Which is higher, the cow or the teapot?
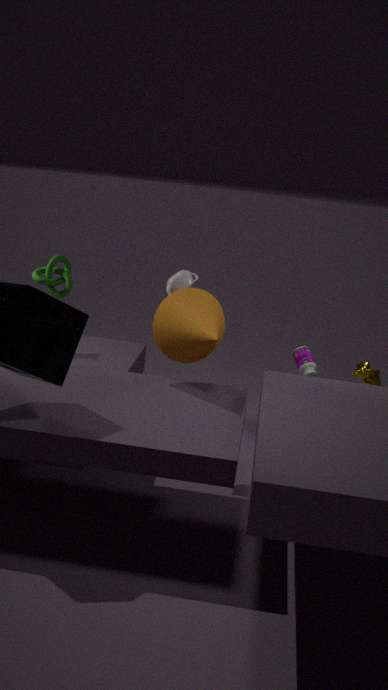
the teapot
